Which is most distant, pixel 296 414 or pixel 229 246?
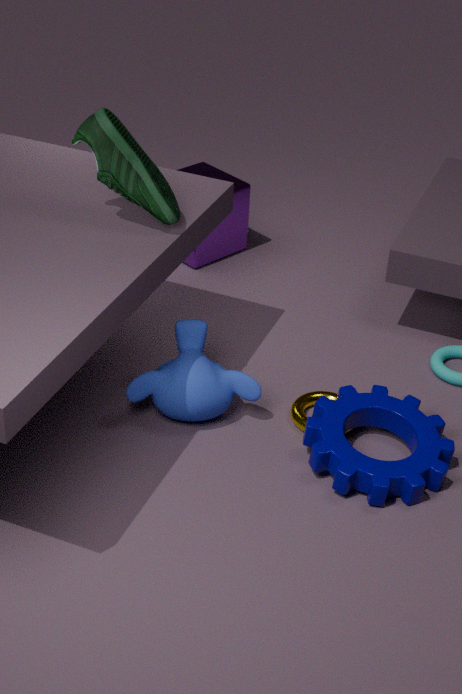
pixel 229 246
